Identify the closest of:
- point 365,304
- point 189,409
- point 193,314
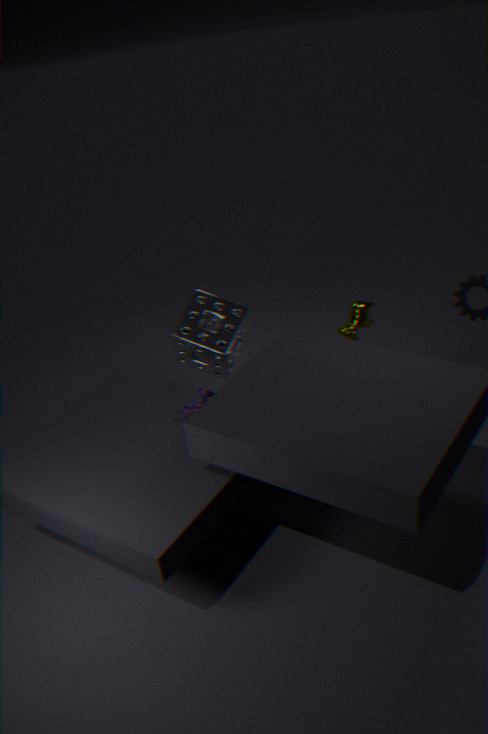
point 189,409
